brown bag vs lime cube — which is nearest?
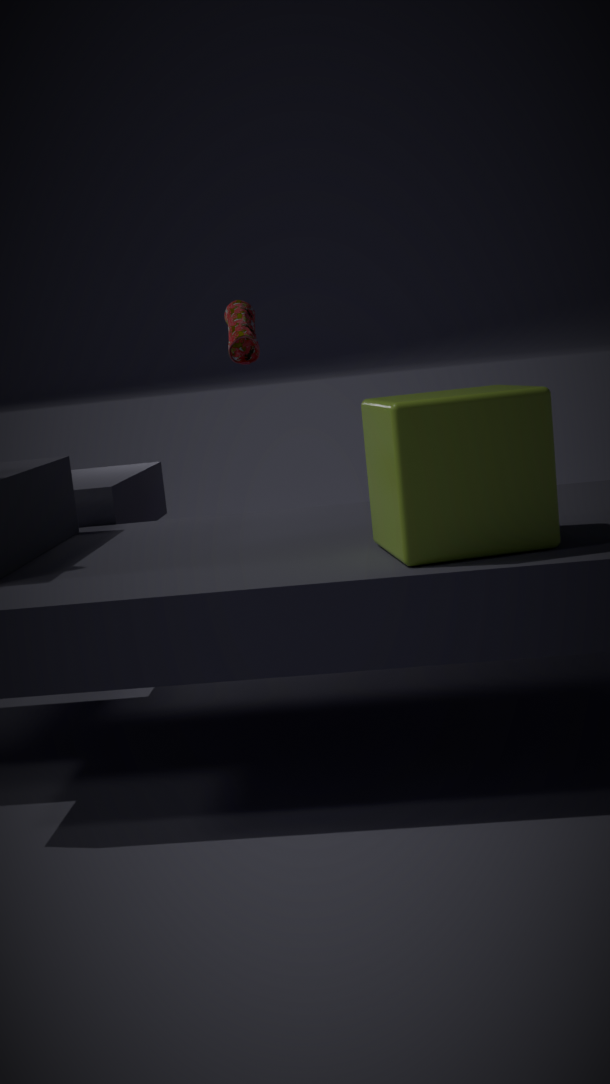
lime cube
